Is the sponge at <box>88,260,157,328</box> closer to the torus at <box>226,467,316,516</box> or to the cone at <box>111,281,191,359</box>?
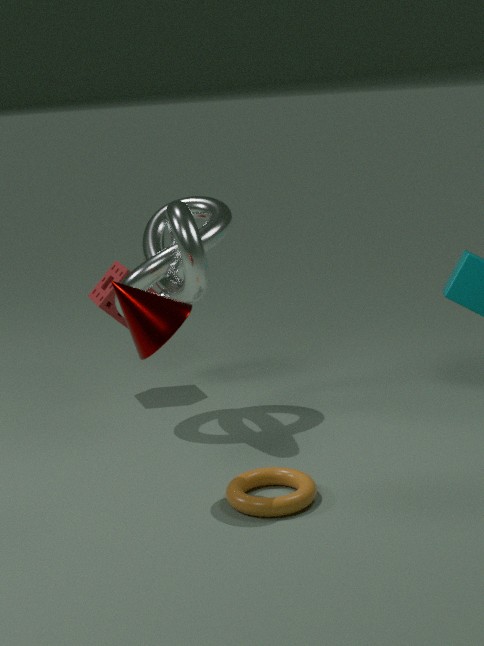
the cone at <box>111,281,191,359</box>
